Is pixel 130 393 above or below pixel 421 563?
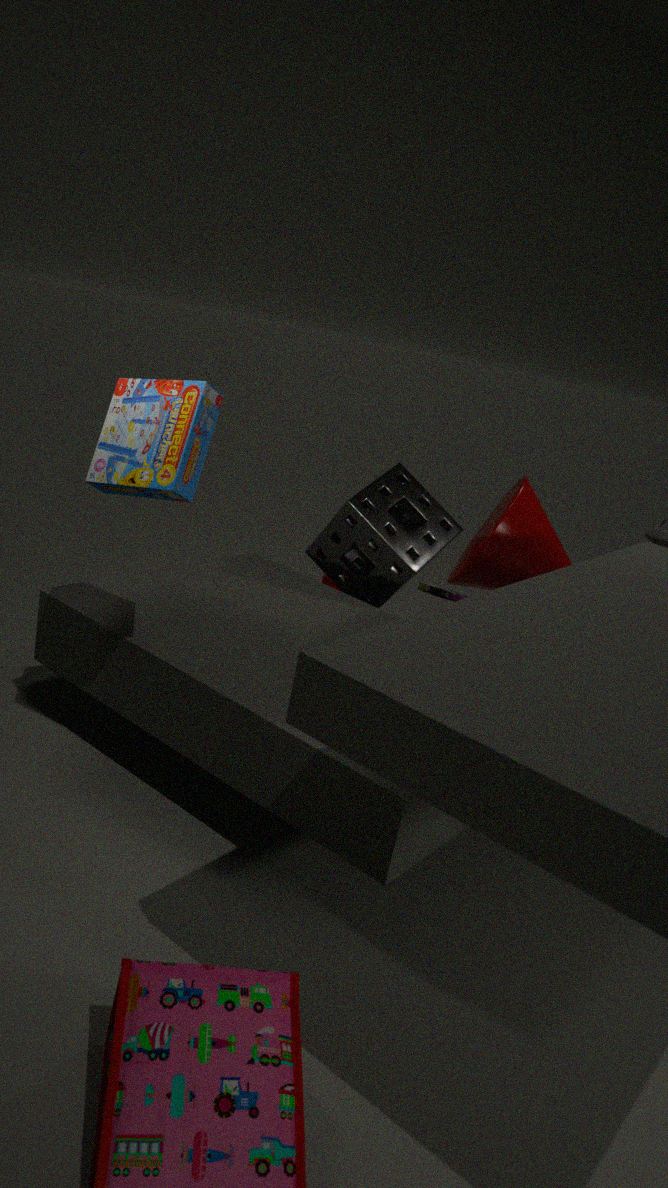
above
